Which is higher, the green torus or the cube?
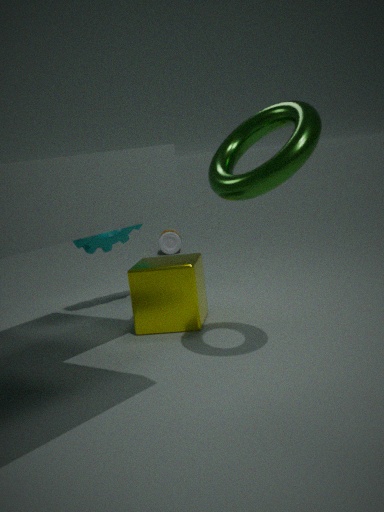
the green torus
